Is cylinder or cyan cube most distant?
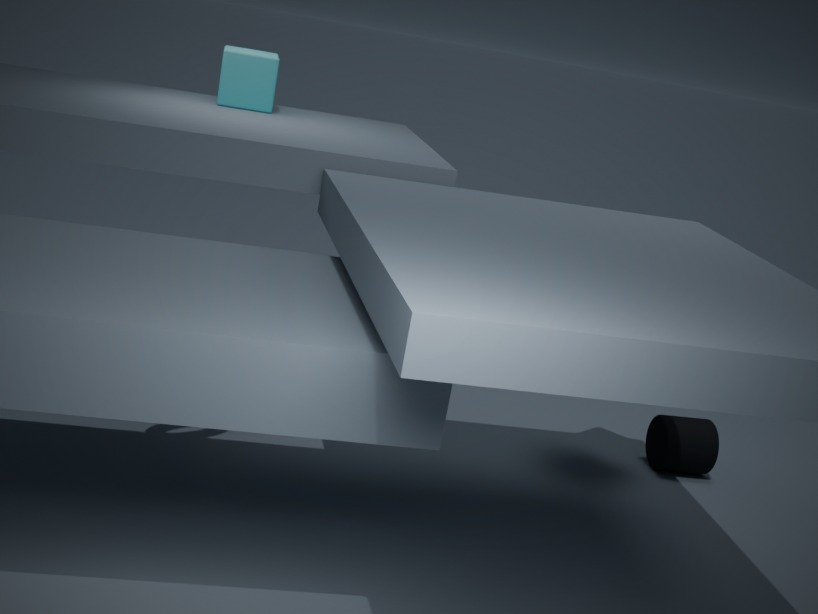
cyan cube
